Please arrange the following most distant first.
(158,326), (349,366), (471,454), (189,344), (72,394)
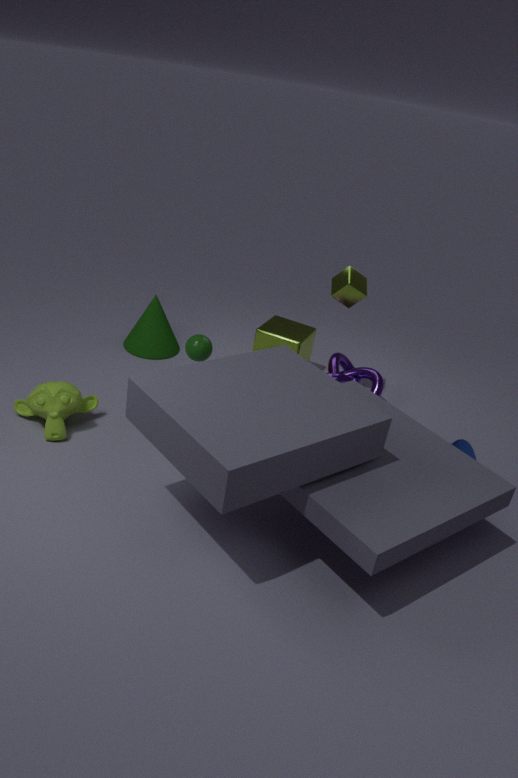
(349,366), (158,326), (189,344), (471,454), (72,394)
